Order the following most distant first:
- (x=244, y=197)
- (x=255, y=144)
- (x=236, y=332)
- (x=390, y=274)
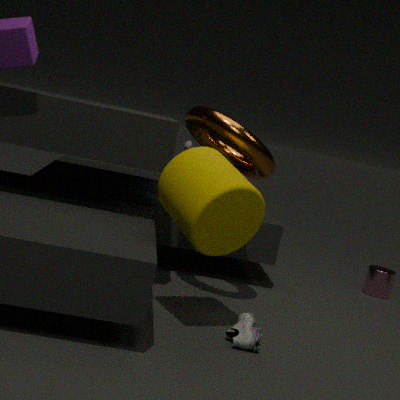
(x=390, y=274) → (x=255, y=144) → (x=236, y=332) → (x=244, y=197)
